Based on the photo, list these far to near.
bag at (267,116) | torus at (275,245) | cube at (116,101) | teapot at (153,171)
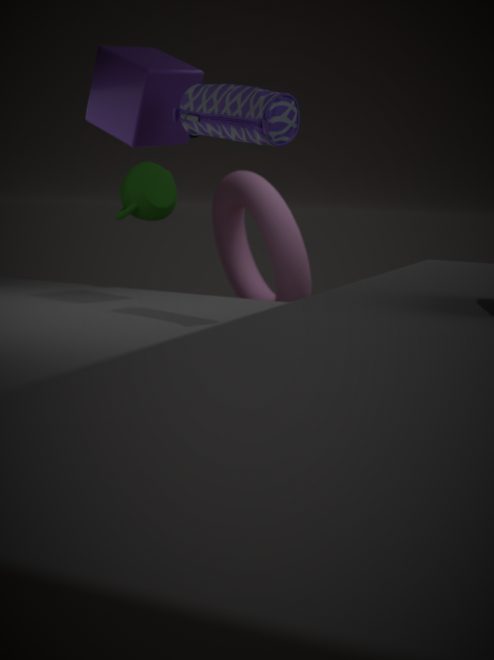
1. torus at (275,245)
2. teapot at (153,171)
3. cube at (116,101)
4. bag at (267,116)
